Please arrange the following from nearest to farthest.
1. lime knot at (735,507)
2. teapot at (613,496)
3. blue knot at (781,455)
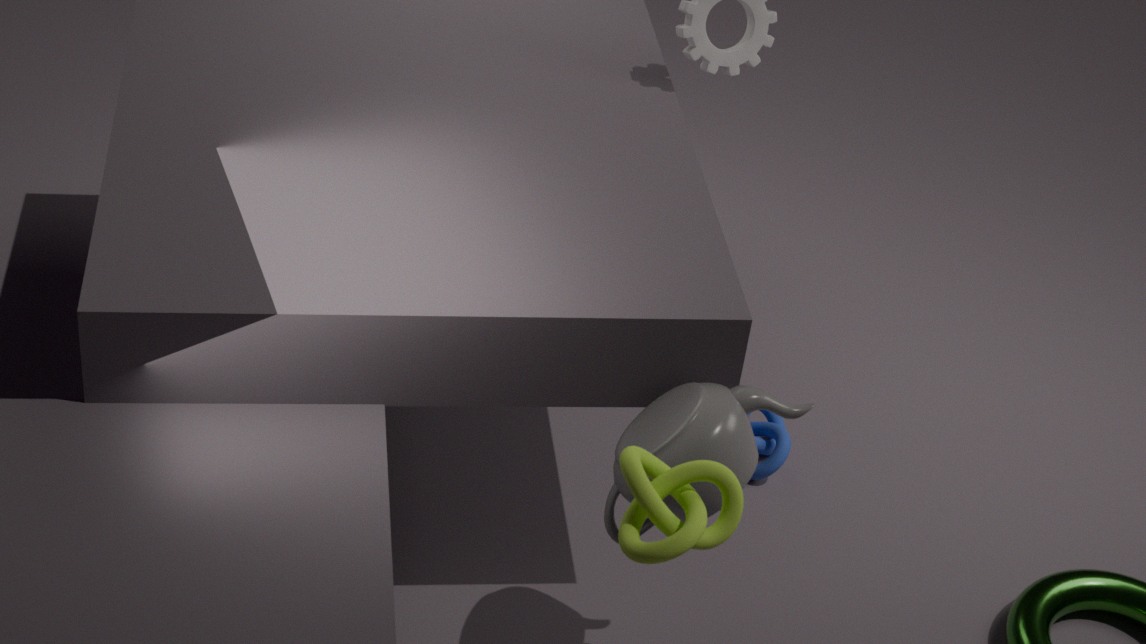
1. lime knot at (735,507)
2. teapot at (613,496)
3. blue knot at (781,455)
